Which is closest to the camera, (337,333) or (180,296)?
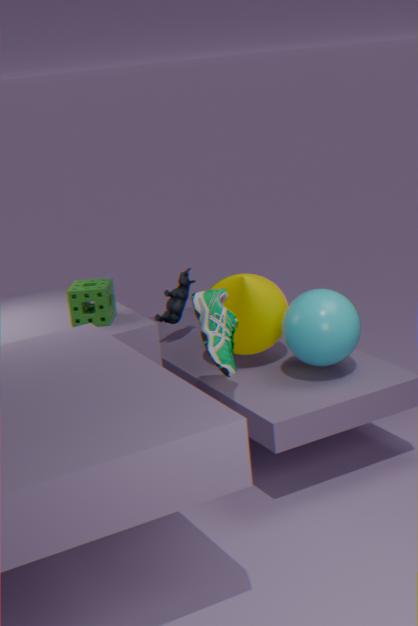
(337,333)
